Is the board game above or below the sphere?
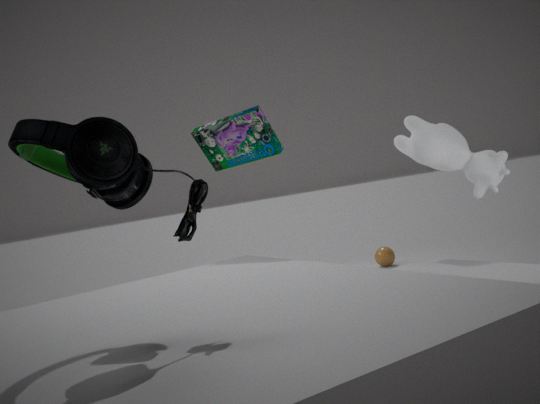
above
